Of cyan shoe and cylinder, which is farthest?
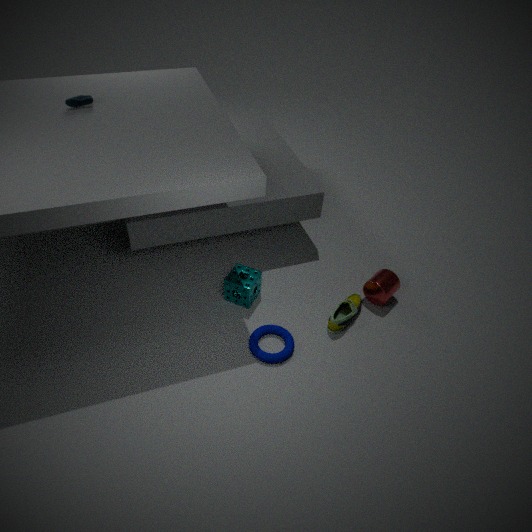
cylinder
